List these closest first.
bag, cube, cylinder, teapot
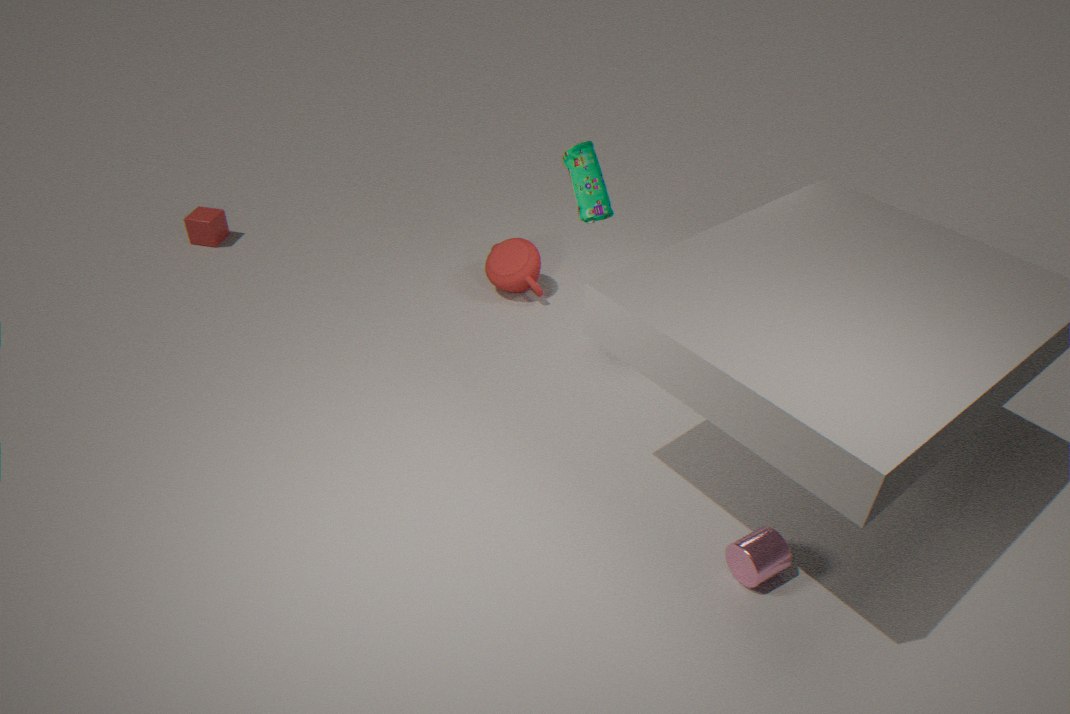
cylinder < bag < teapot < cube
